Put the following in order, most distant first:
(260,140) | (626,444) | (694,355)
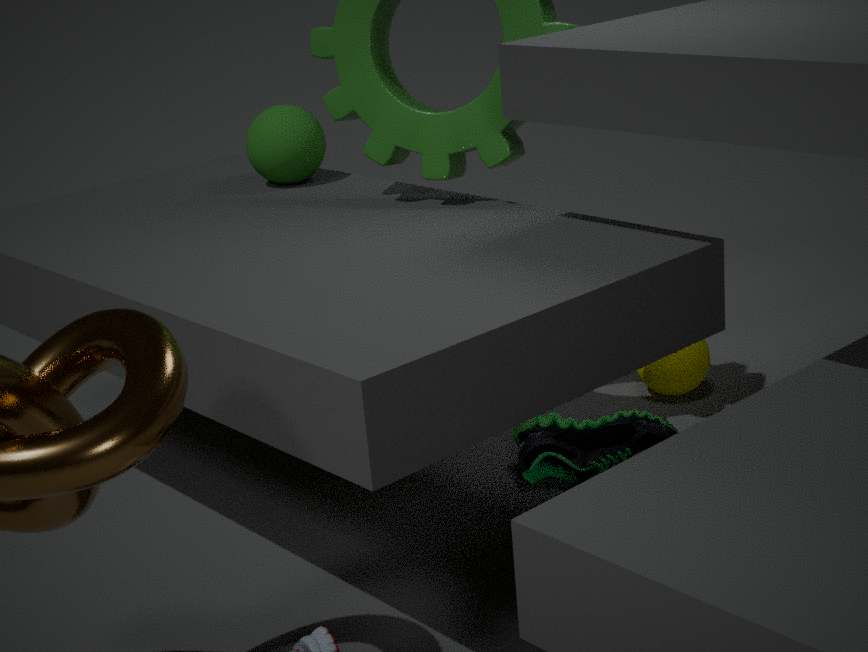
(694,355) < (260,140) < (626,444)
